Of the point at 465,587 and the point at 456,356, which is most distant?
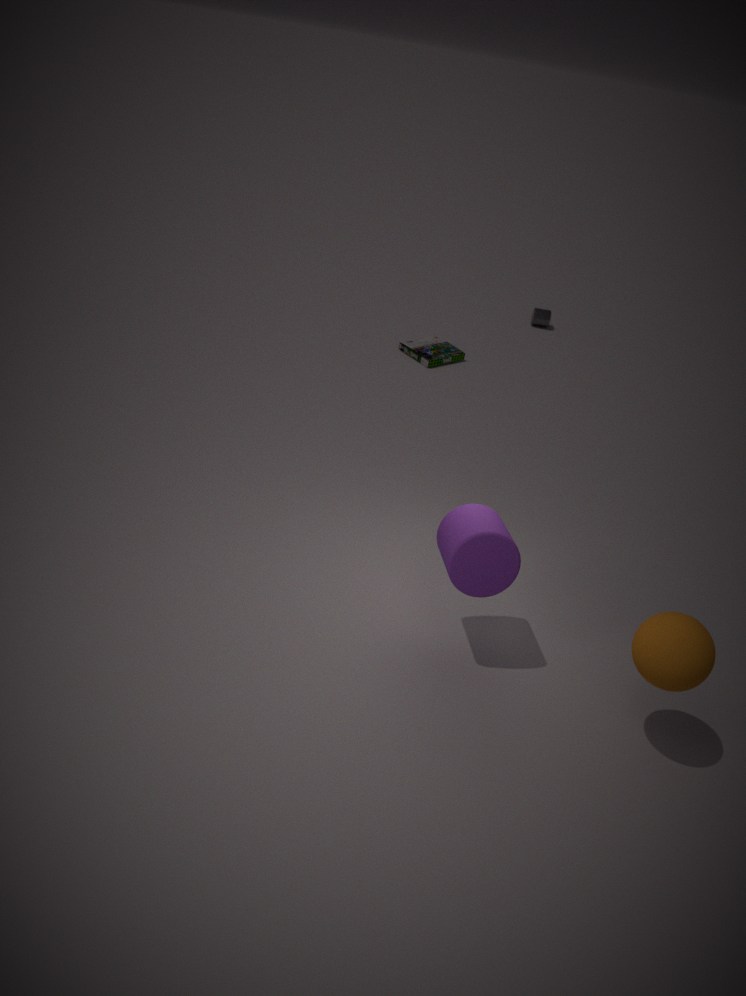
the point at 456,356
